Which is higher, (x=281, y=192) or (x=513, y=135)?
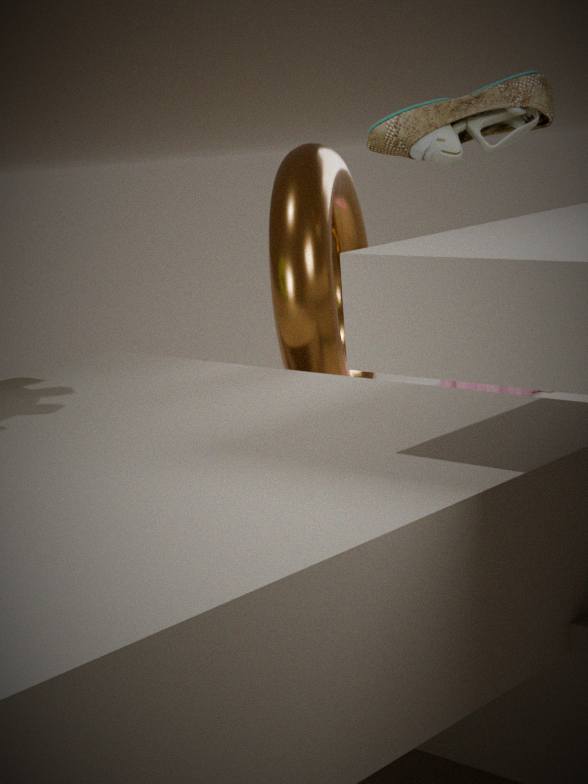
(x=513, y=135)
